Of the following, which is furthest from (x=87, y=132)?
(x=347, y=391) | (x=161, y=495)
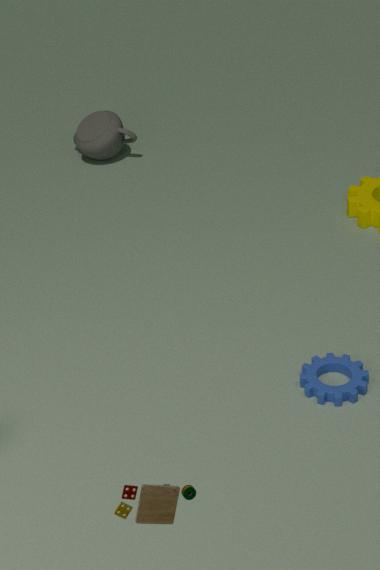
(x=161, y=495)
